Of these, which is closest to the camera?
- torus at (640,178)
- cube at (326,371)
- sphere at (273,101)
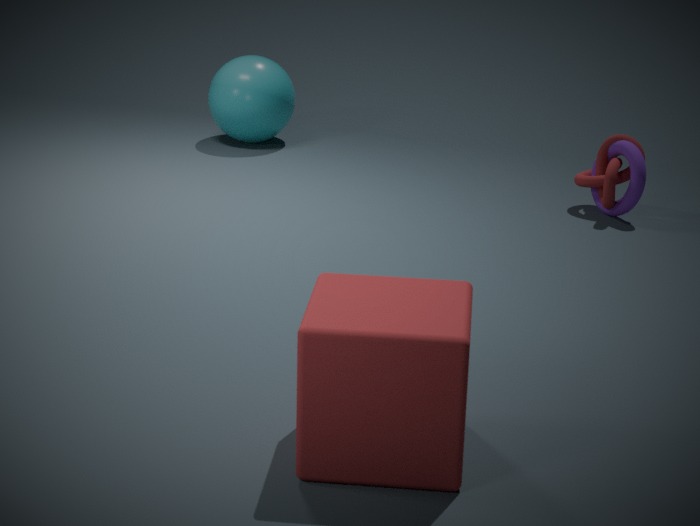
cube at (326,371)
